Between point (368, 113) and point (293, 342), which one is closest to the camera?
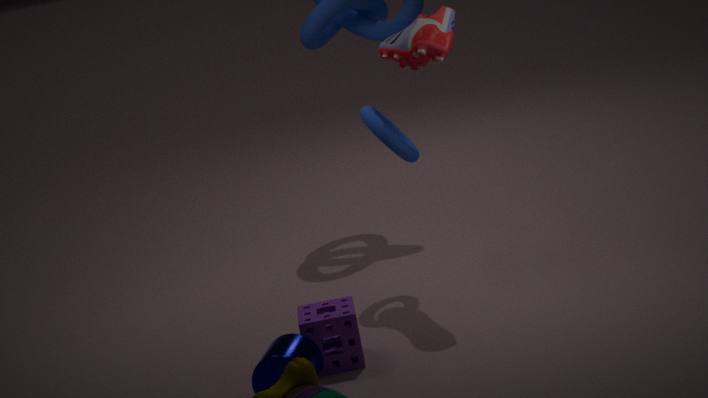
point (293, 342)
